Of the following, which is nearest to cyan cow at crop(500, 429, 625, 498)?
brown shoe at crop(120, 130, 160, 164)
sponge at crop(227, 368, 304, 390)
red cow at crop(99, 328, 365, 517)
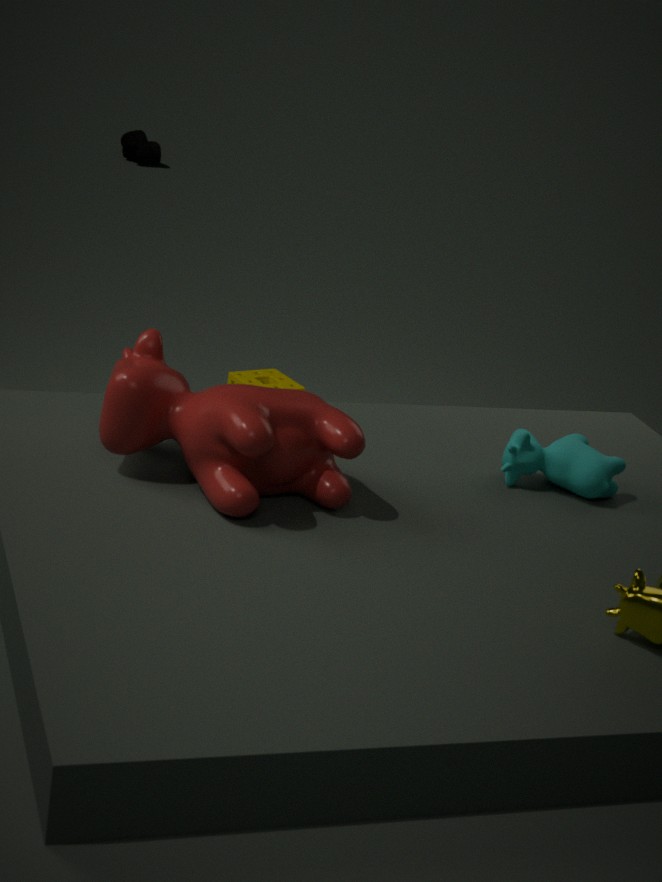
red cow at crop(99, 328, 365, 517)
